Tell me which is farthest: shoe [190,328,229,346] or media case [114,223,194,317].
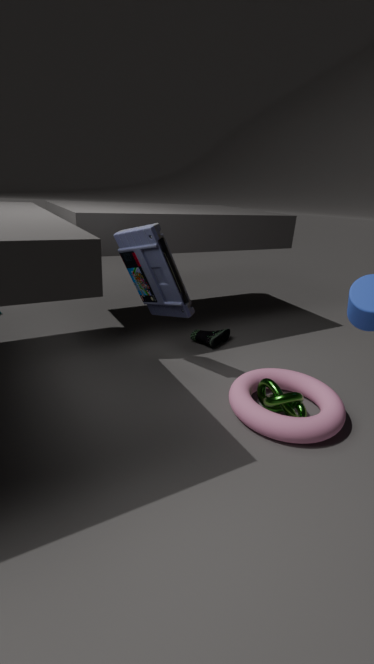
shoe [190,328,229,346]
